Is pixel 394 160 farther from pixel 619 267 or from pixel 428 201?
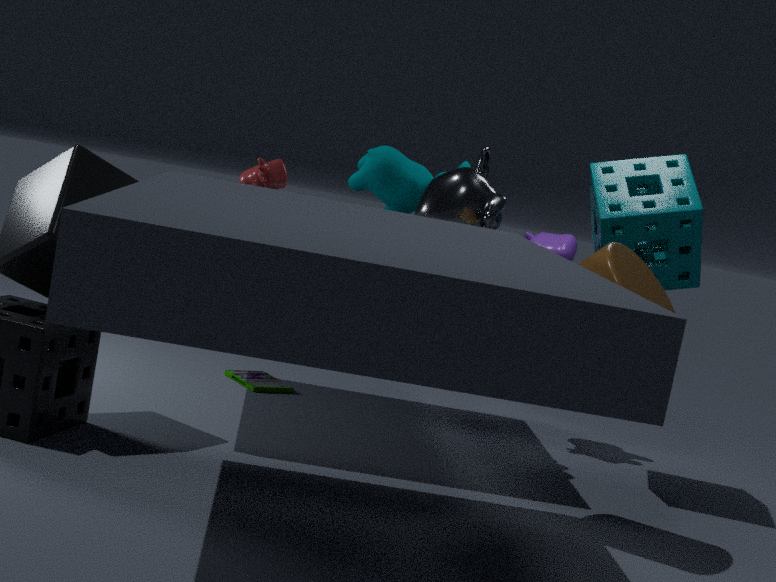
pixel 619 267
